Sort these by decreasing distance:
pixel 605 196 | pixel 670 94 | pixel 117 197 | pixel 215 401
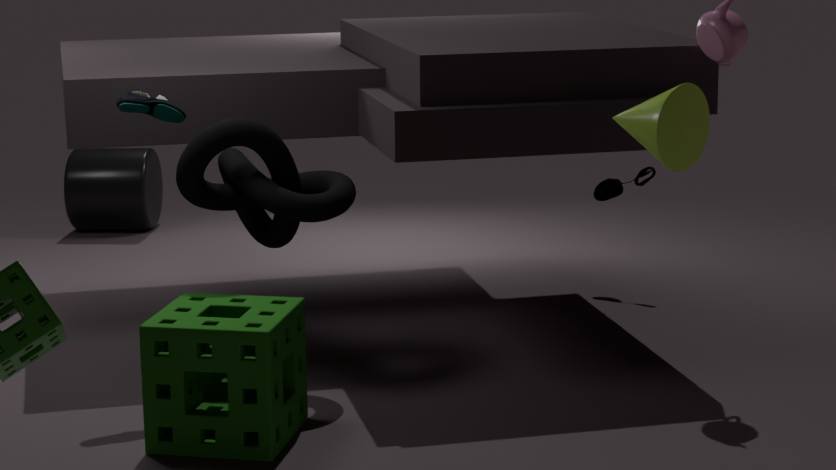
pixel 117 197
pixel 605 196
pixel 215 401
pixel 670 94
